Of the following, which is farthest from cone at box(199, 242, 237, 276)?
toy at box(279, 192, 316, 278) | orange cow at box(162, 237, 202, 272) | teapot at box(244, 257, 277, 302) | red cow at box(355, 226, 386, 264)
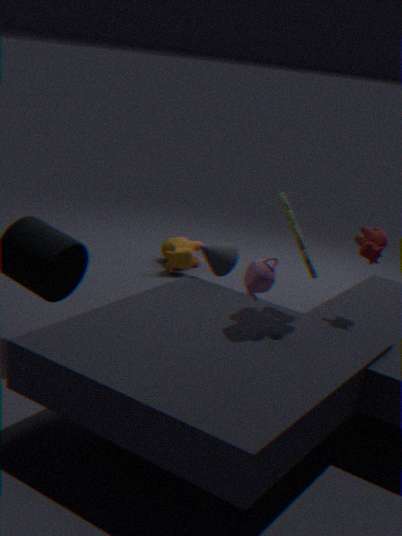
orange cow at box(162, 237, 202, 272)
